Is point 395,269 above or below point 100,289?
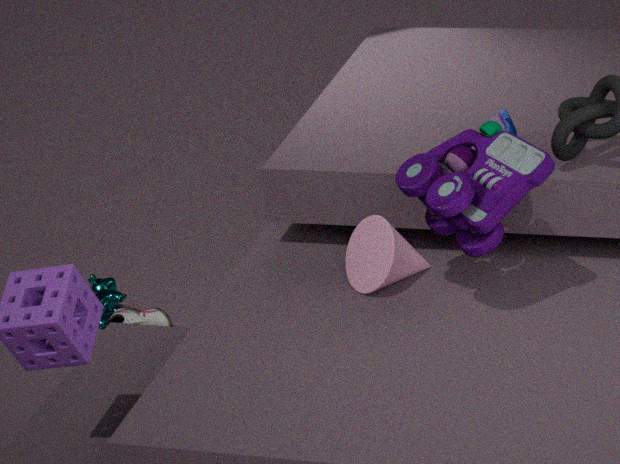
above
